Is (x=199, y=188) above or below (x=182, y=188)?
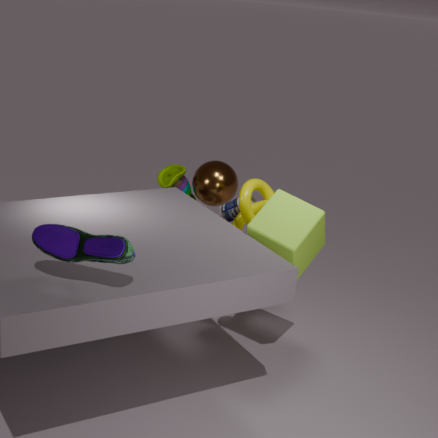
above
